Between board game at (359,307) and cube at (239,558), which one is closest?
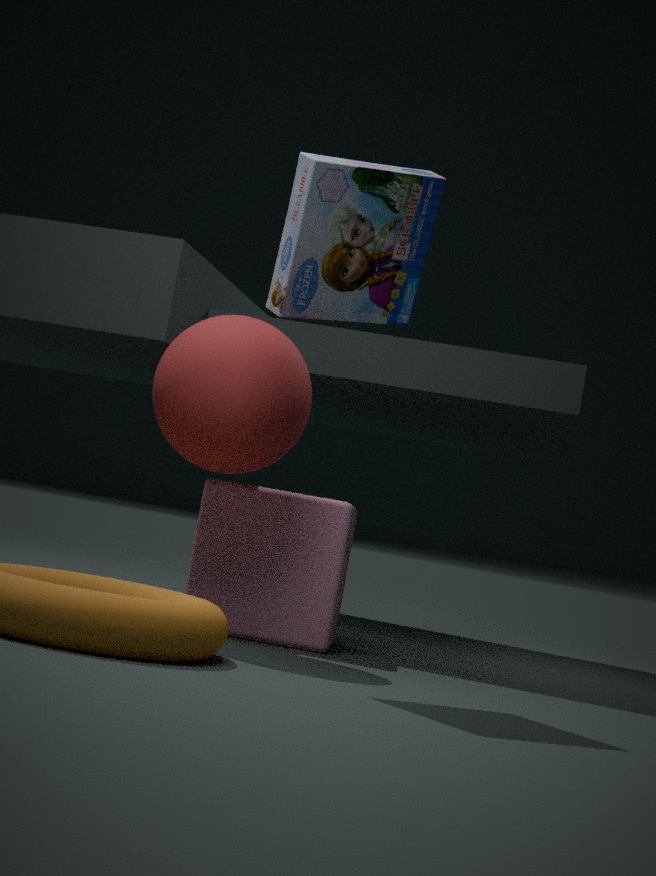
board game at (359,307)
